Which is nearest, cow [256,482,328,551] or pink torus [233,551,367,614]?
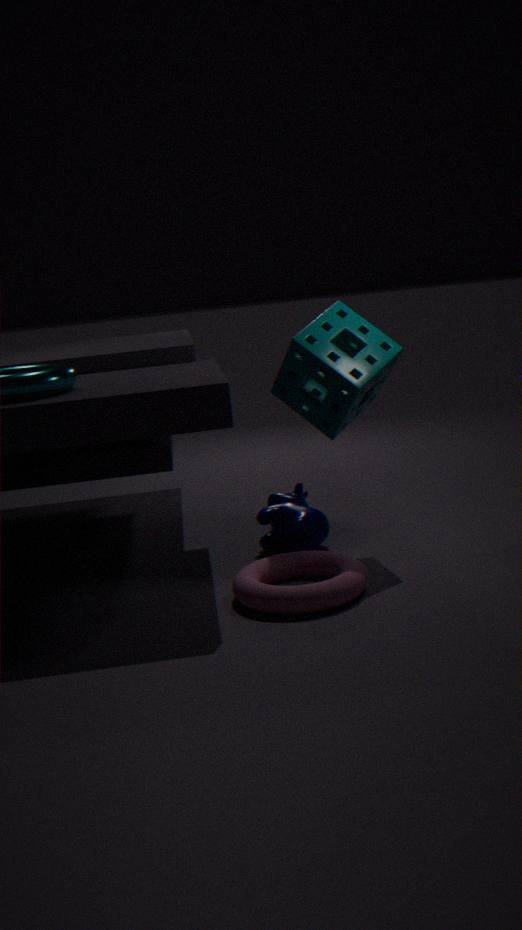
pink torus [233,551,367,614]
